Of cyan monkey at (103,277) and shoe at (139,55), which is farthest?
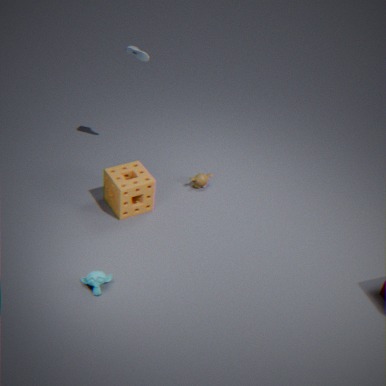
shoe at (139,55)
